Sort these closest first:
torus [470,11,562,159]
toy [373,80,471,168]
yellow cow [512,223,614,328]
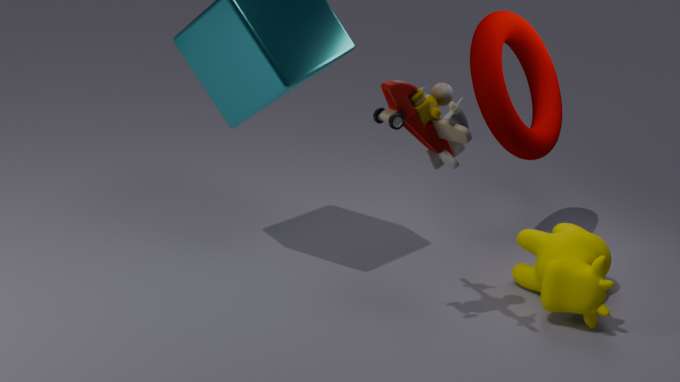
toy [373,80,471,168]
yellow cow [512,223,614,328]
torus [470,11,562,159]
